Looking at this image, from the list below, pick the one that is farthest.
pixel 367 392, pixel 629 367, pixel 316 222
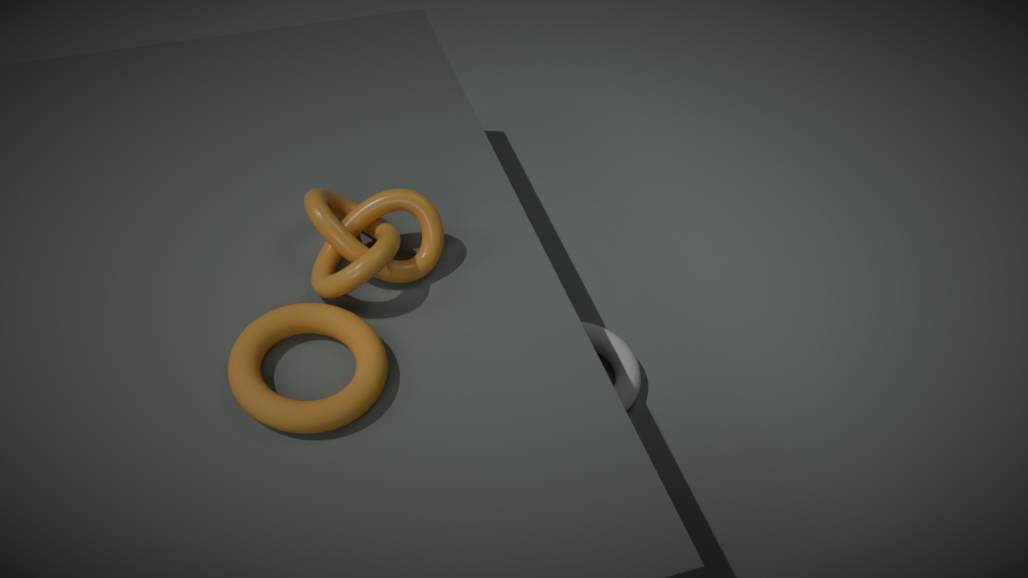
pixel 629 367
